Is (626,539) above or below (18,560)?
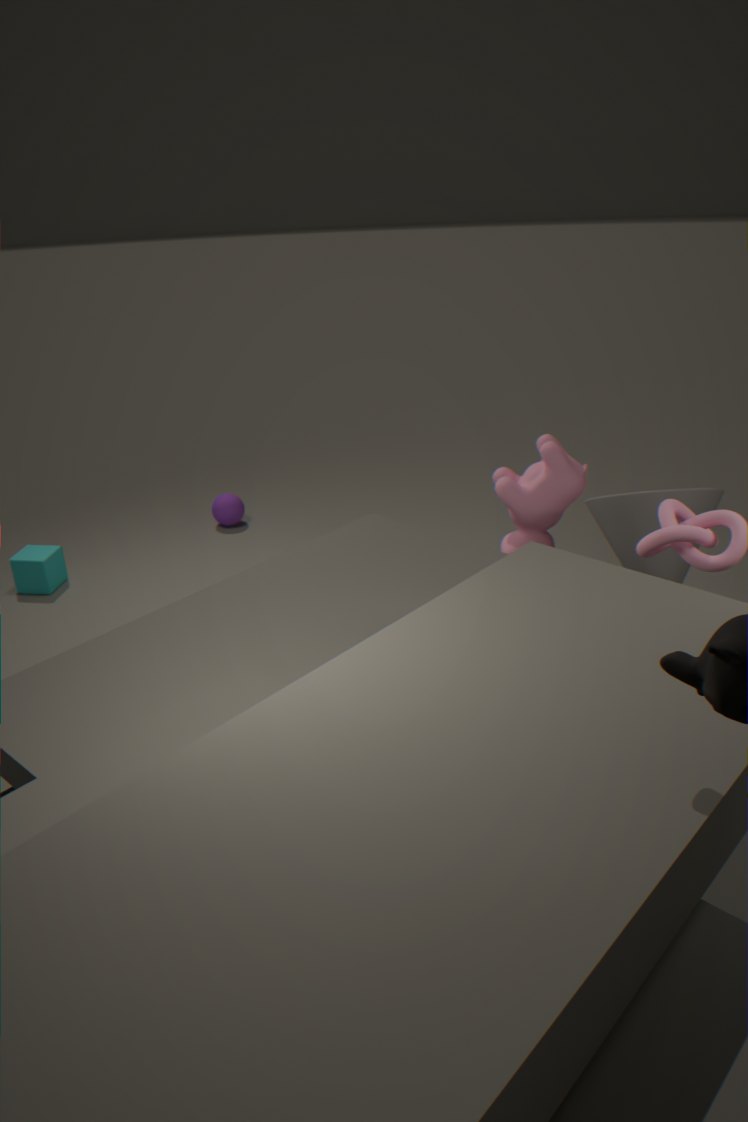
above
